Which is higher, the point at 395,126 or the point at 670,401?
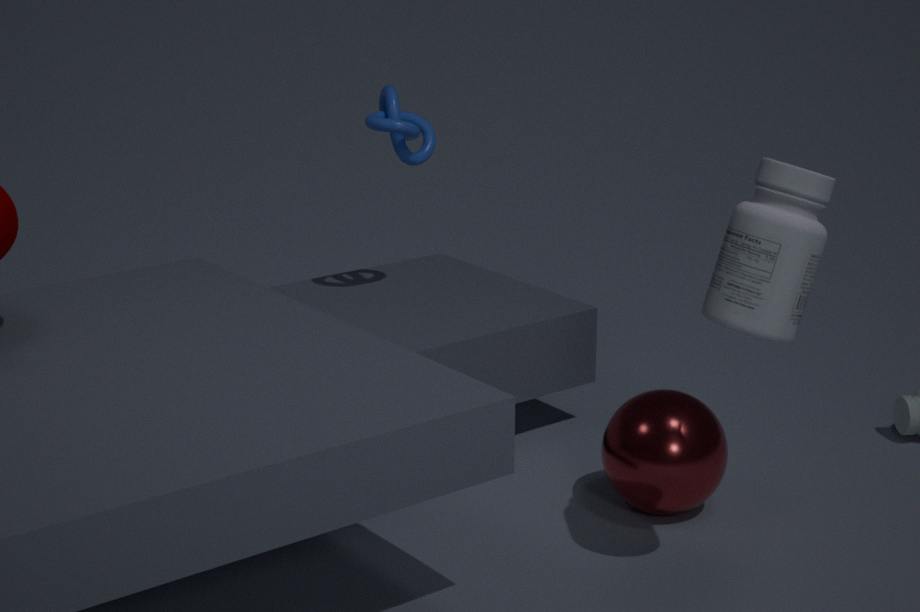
the point at 395,126
